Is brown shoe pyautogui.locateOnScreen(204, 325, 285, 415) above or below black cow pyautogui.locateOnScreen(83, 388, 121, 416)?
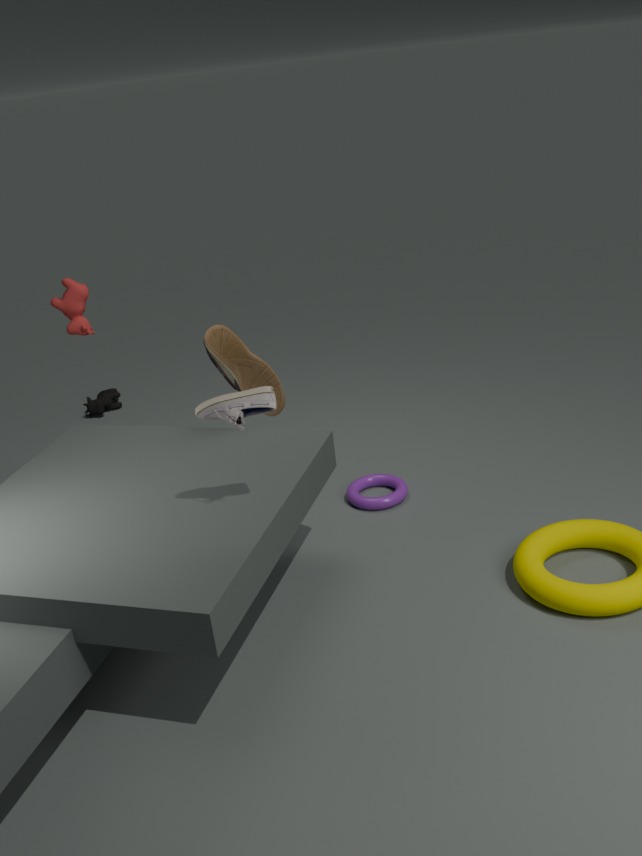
above
